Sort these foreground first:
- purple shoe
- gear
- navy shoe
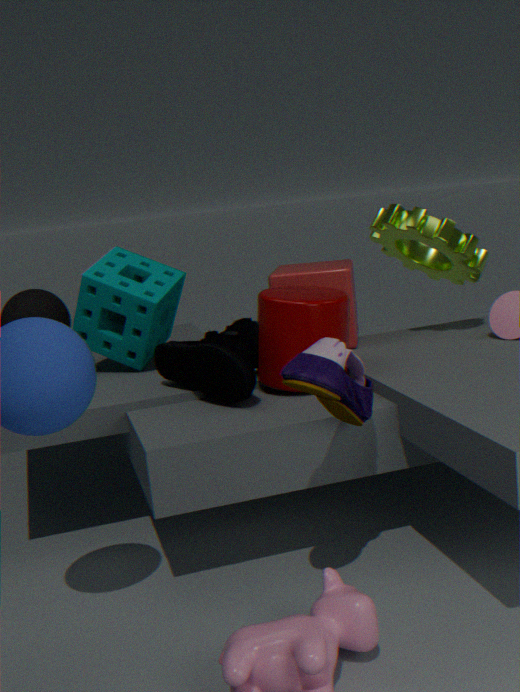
purple shoe
navy shoe
gear
